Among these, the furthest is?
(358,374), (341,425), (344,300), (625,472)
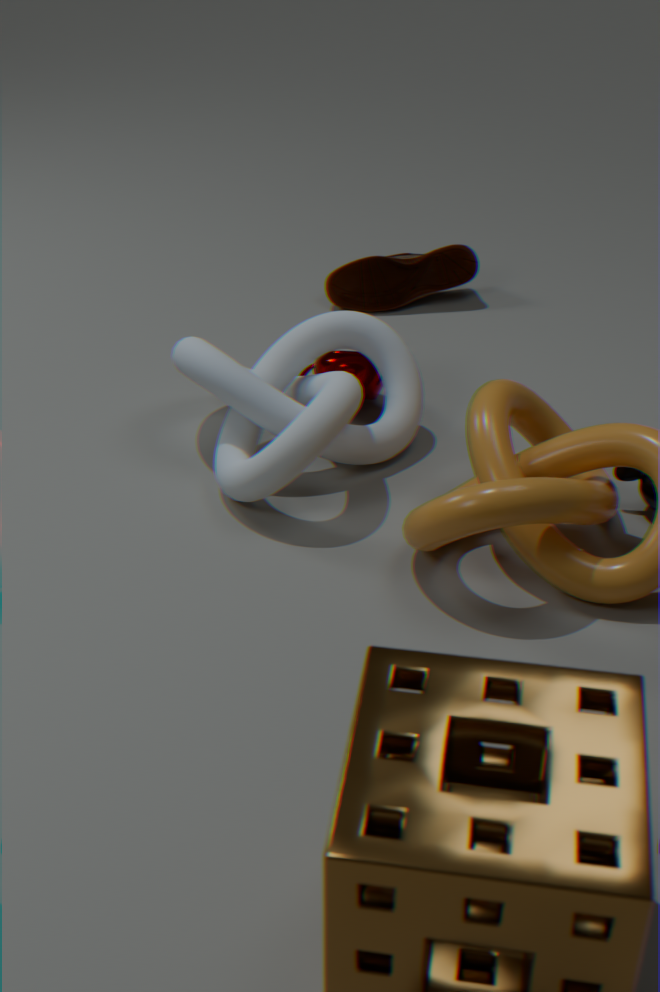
(344,300)
